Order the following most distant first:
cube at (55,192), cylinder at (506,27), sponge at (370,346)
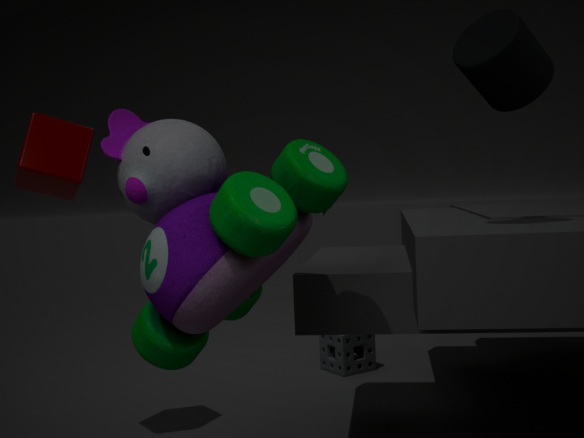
1. sponge at (370,346)
2. cube at (55,192)
3. cylinder at (506,27)
